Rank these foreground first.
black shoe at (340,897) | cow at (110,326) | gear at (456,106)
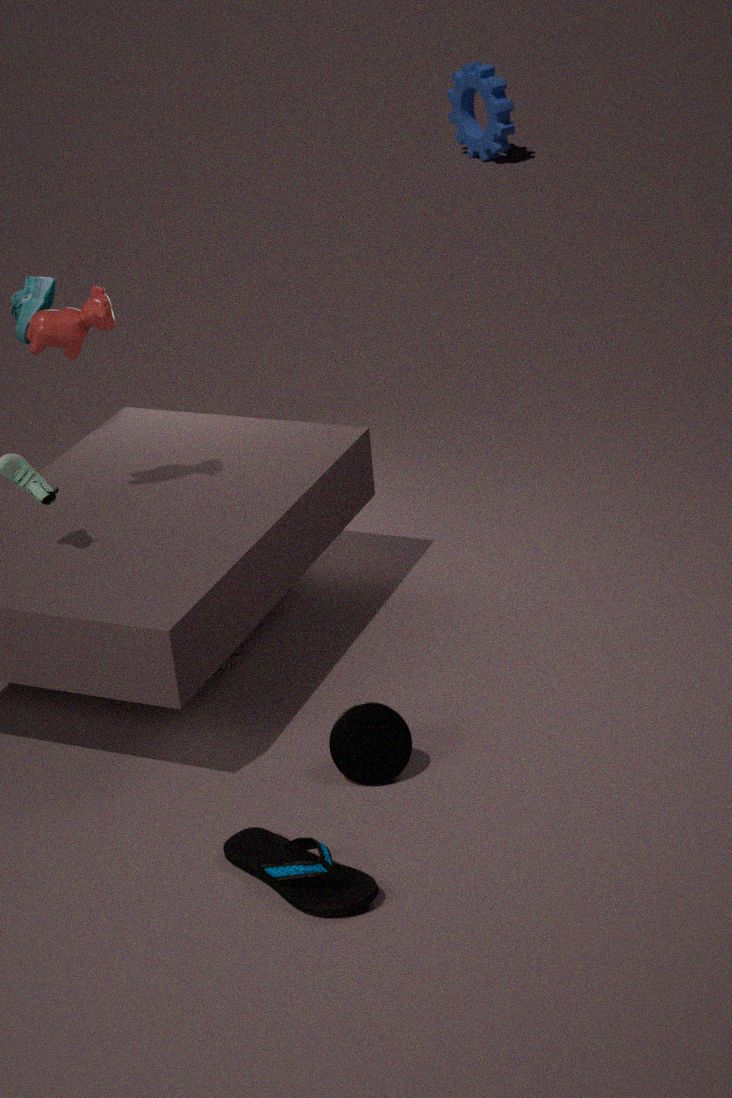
black shoe at (340,897) < cow at (110,326) < gear at (456,106)
